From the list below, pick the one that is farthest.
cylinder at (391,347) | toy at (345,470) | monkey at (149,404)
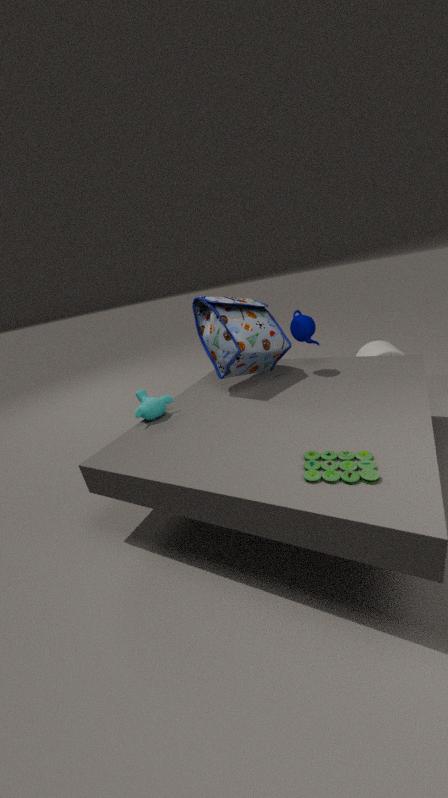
cylinder at (391,347)
